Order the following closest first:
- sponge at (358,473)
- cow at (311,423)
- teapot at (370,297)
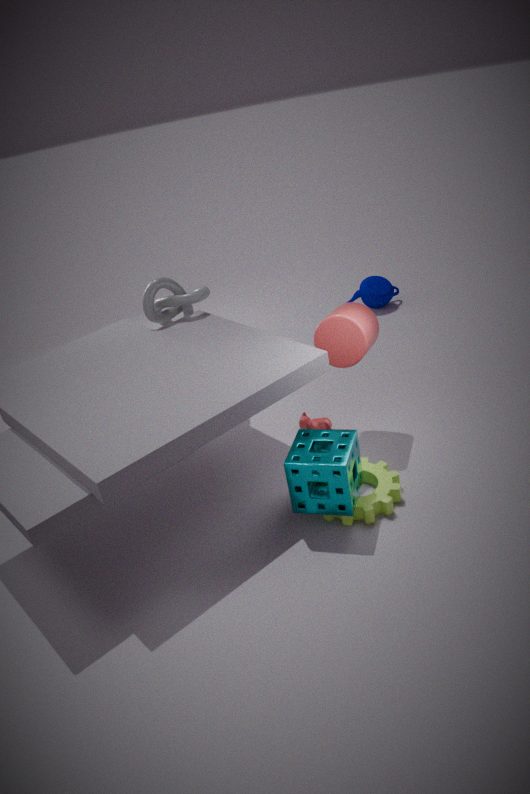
sponge at (358,473) → cow at (311,423) → teapot at (370,297)
